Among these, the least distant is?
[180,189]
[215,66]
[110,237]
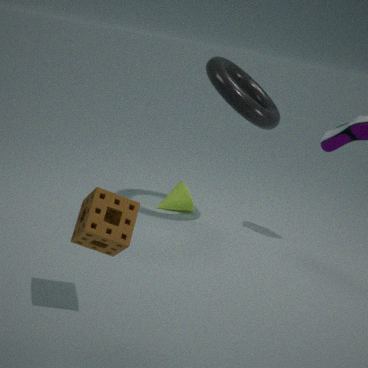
[110,237]
